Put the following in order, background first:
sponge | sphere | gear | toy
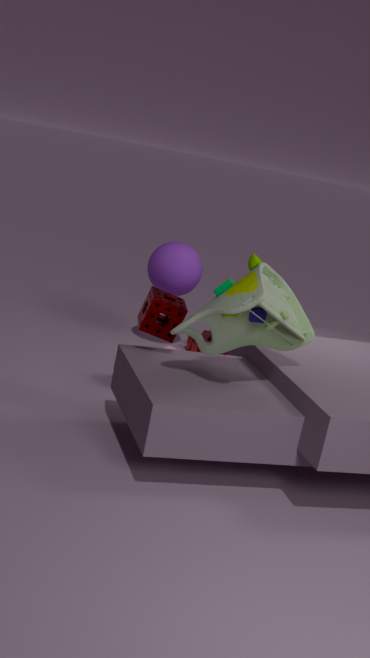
1. gear
2. sphere
3. sponge
4. toy
